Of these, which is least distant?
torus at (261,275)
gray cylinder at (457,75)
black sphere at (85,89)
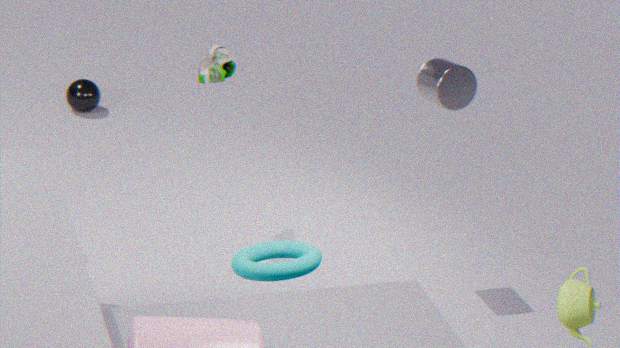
torus at (261,275)
